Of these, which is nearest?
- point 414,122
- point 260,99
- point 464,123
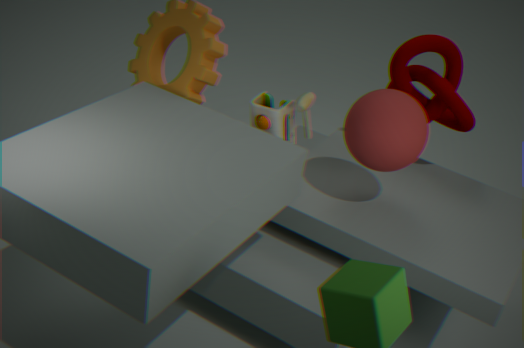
point 414,122
